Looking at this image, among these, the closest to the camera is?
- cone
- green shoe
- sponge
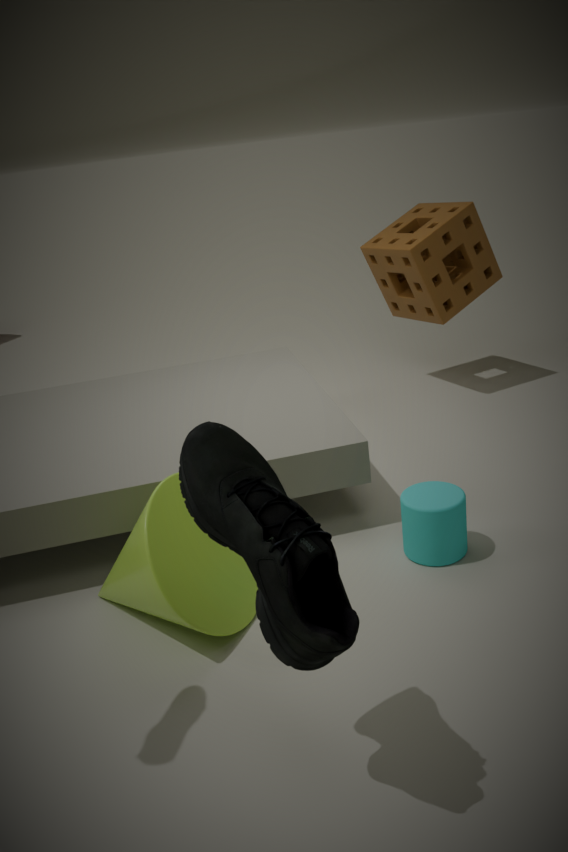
green shoe
